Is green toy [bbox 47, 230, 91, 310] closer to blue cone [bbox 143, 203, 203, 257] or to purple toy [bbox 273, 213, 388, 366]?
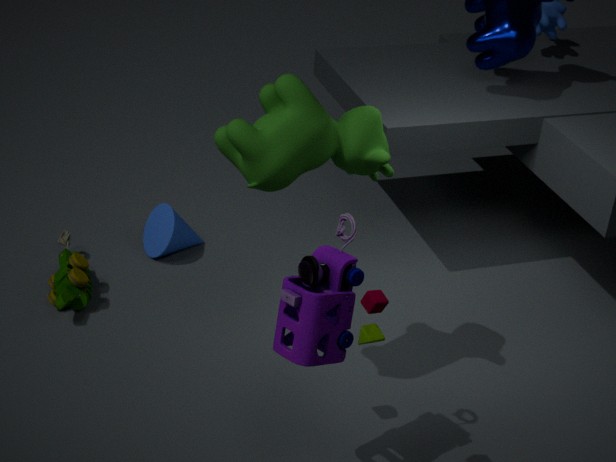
blue cone [bbox 143, 203, 203, 257]
